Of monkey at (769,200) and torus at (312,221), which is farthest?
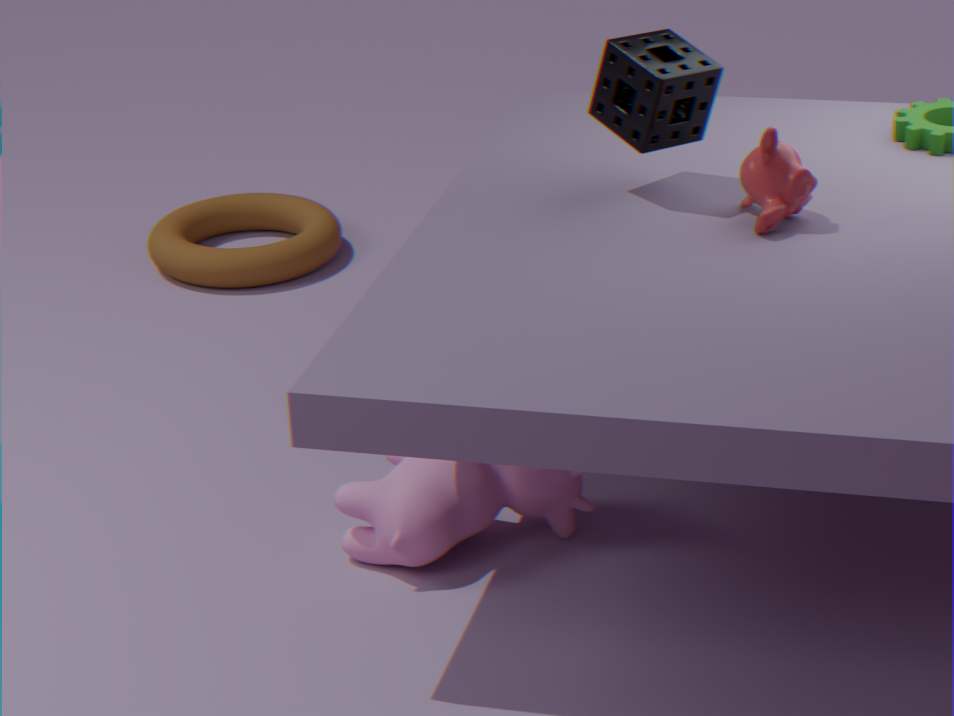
torus at (312,221)
